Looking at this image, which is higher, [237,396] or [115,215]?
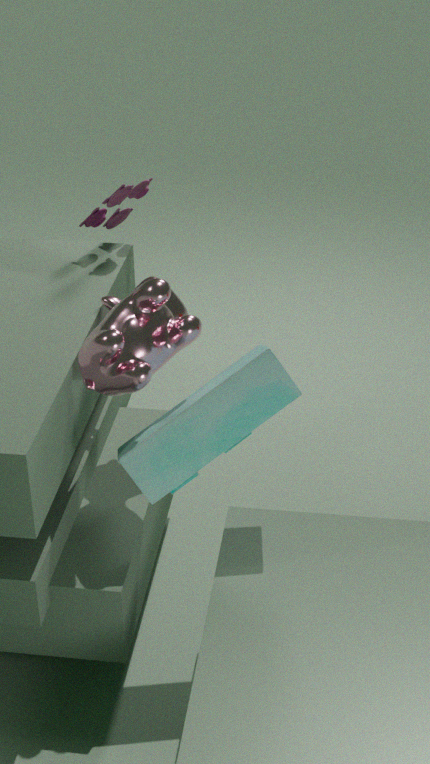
[115,215]
